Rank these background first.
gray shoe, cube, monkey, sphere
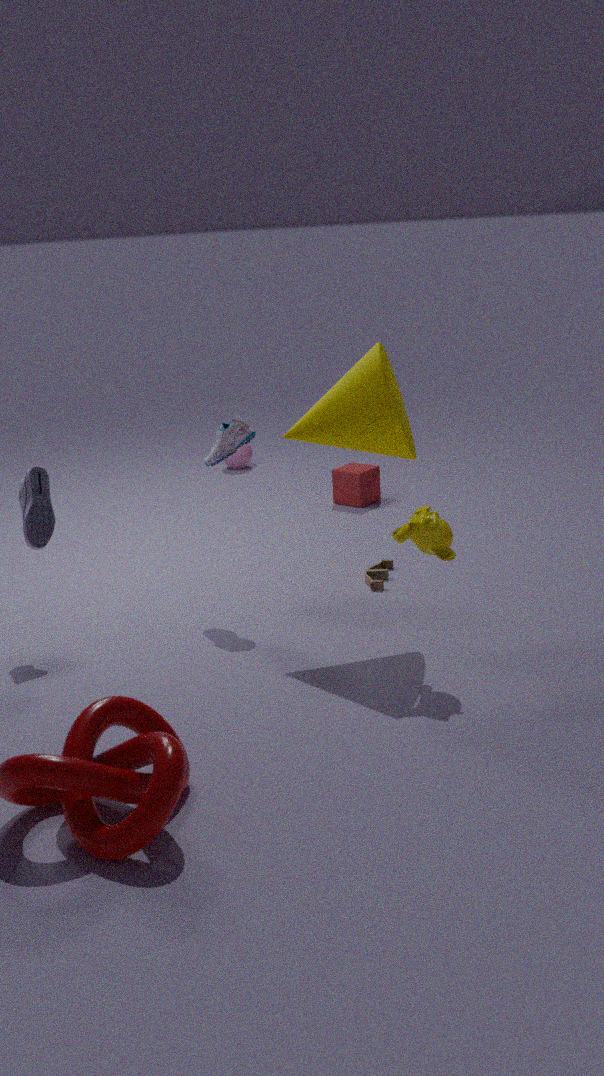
sphere, cube, gray shoe, monkey
